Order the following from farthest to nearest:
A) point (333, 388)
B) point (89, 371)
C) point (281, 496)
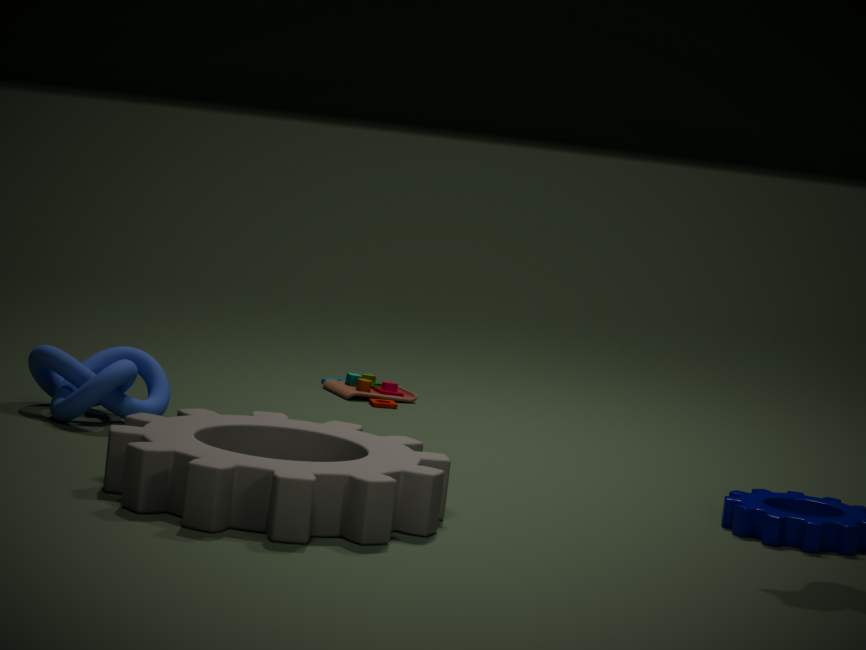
point (333, 388) < point (89, 371) < point (281, 496)
